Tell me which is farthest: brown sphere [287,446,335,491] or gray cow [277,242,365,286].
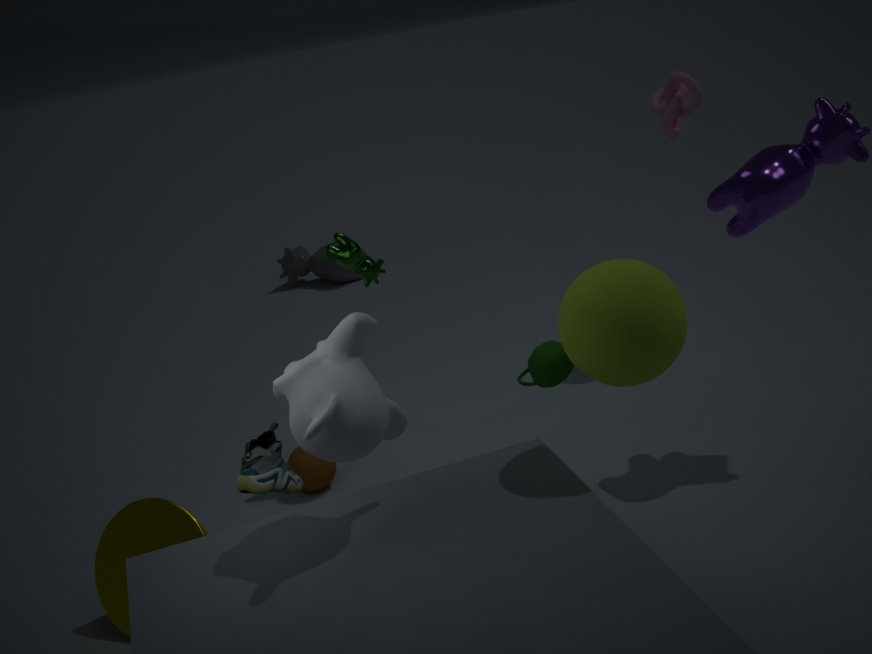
gray cow [277,242,365,286]
